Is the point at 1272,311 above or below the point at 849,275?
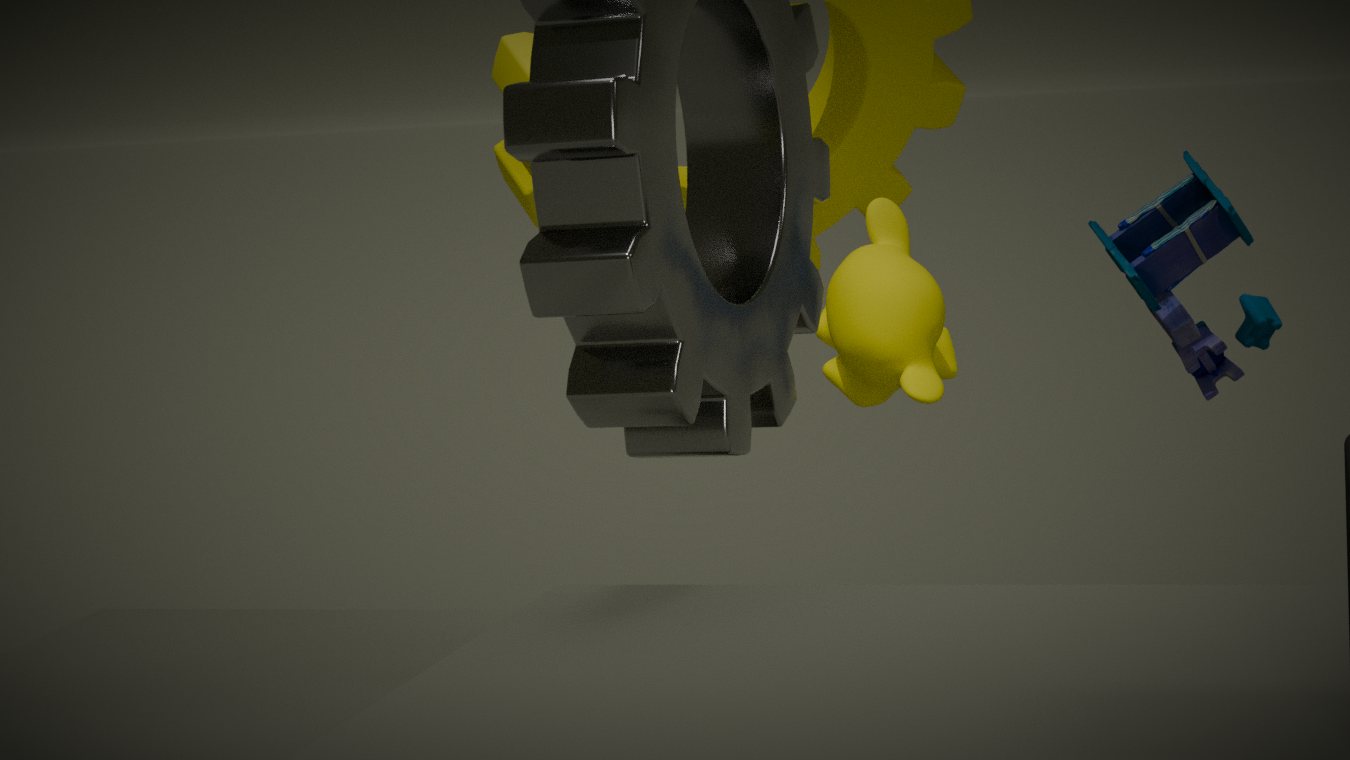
above
